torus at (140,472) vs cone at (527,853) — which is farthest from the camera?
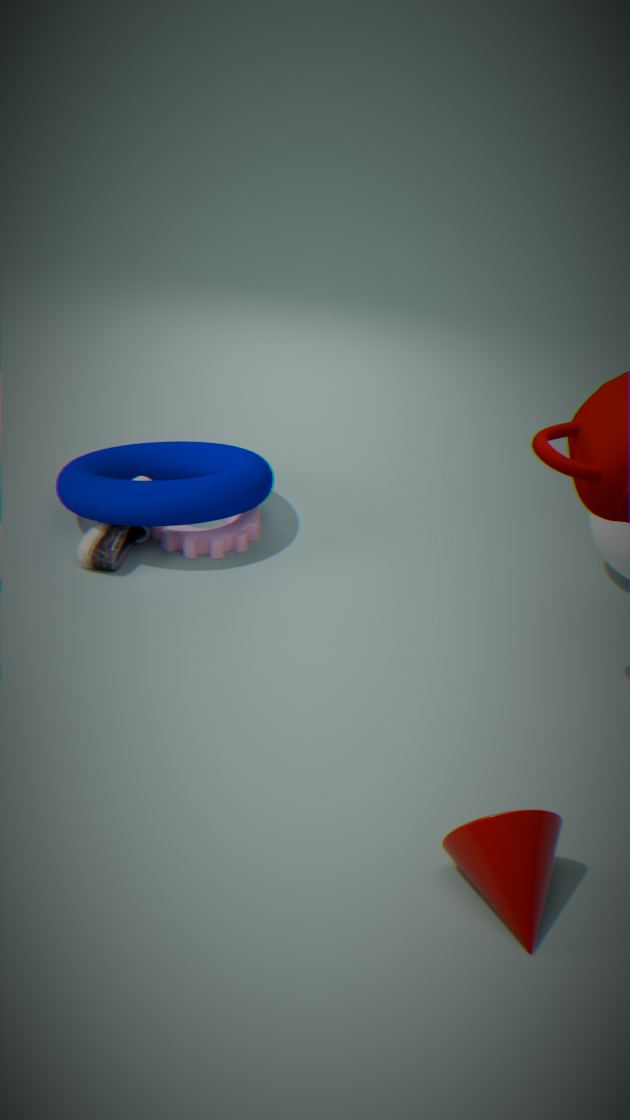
torus at (140,472)
